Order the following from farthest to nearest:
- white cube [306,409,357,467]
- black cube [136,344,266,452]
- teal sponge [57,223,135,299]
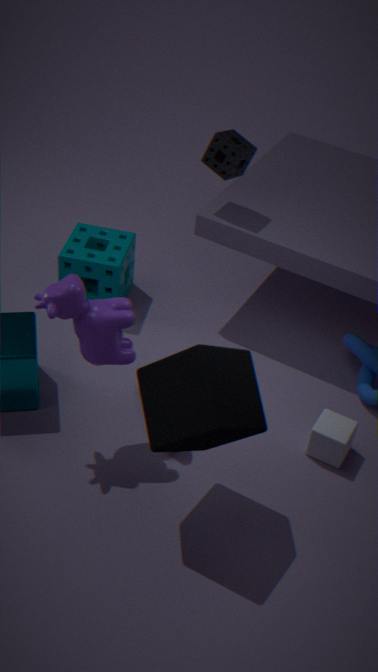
teal sponge [57,223,135,299], white cube [306,409,357,467], black cube [136,344,266,452]
